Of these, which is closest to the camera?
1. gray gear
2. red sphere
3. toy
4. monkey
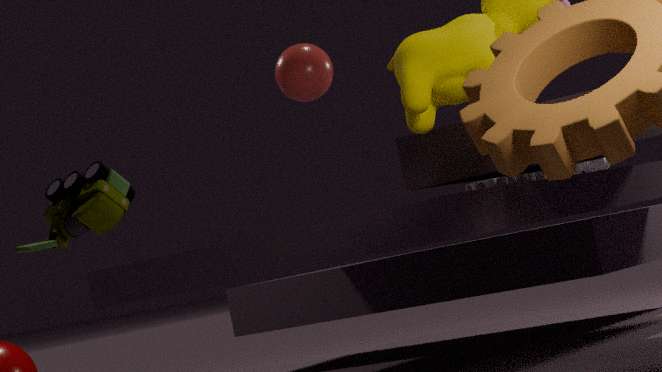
toy
